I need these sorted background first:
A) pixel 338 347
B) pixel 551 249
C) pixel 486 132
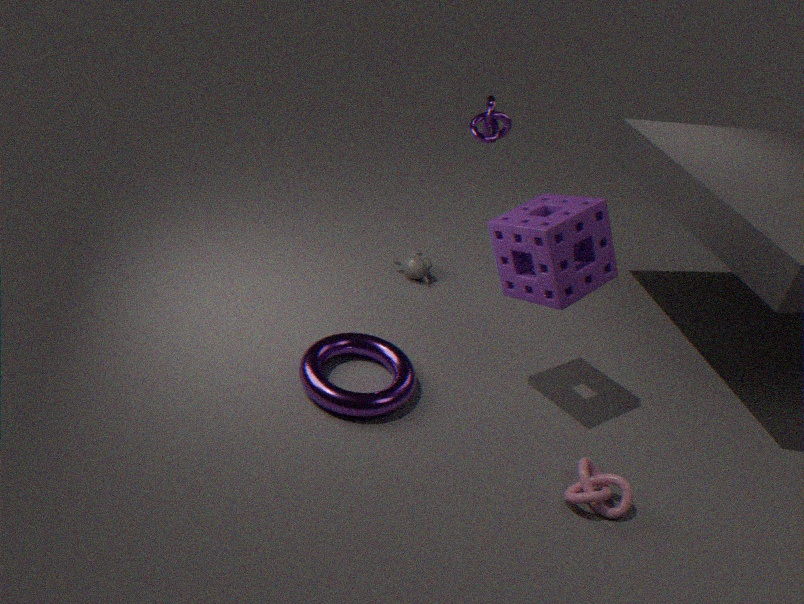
1. pixel 486 132
2. pixel 338 347
3. pixel 551 249
